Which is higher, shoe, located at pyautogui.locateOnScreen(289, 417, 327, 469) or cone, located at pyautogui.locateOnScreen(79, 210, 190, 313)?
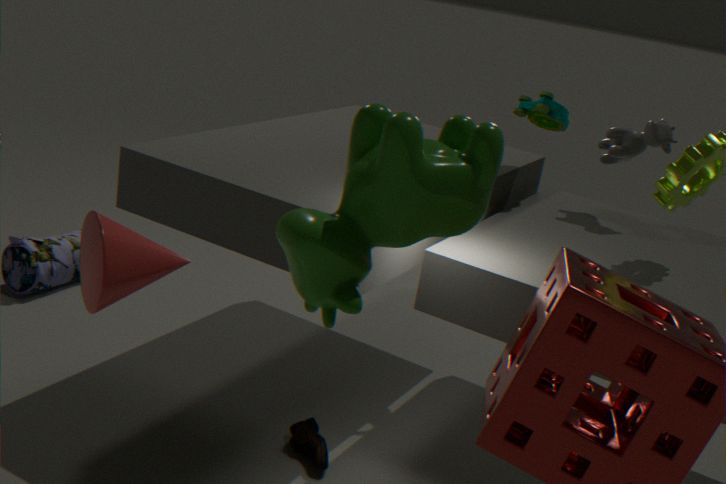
cone, located at pyautogui.locateOnScreen(79, 210, 190, 313)
